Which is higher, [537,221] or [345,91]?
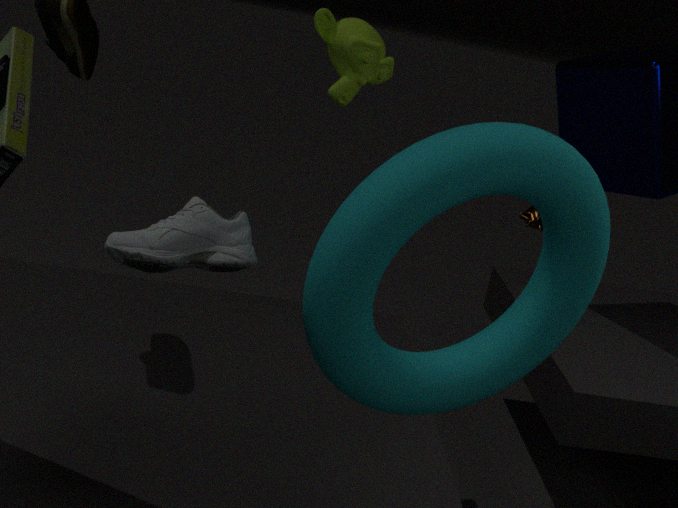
[345,91]
